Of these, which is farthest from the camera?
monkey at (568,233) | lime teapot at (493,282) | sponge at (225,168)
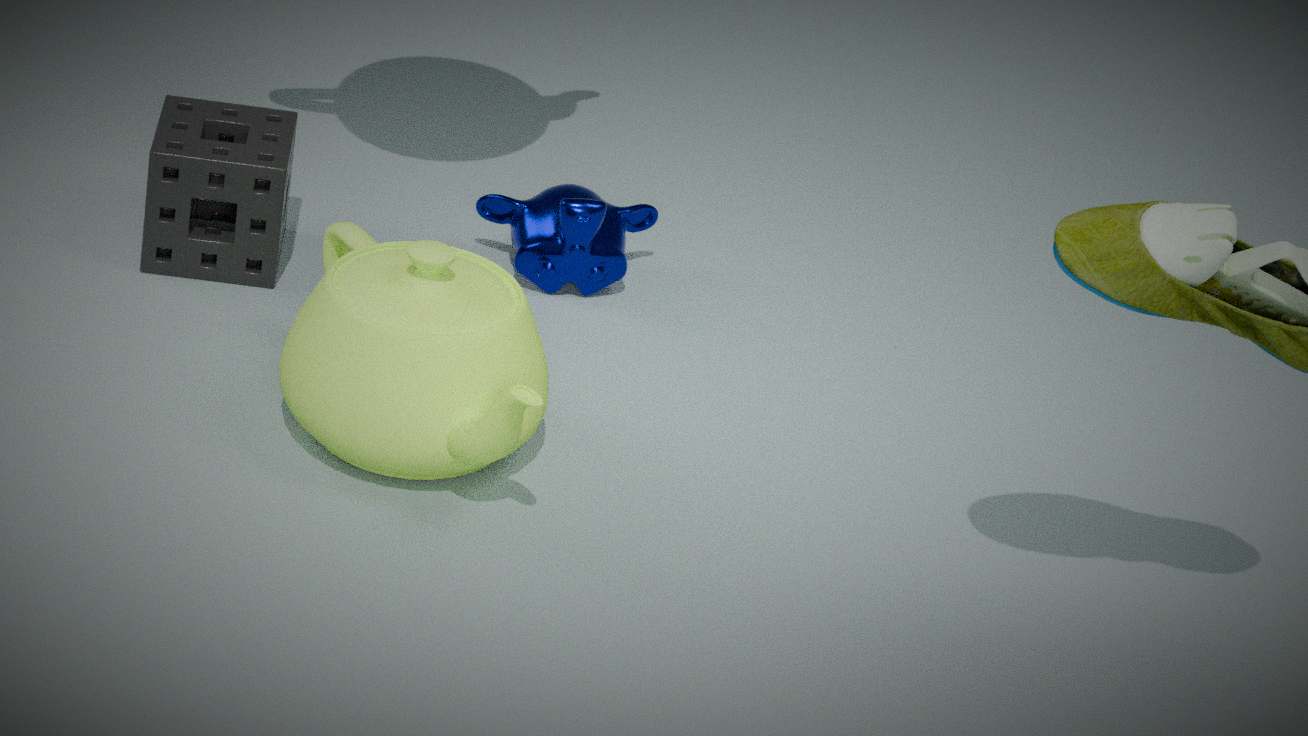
monkey at (568,233)
